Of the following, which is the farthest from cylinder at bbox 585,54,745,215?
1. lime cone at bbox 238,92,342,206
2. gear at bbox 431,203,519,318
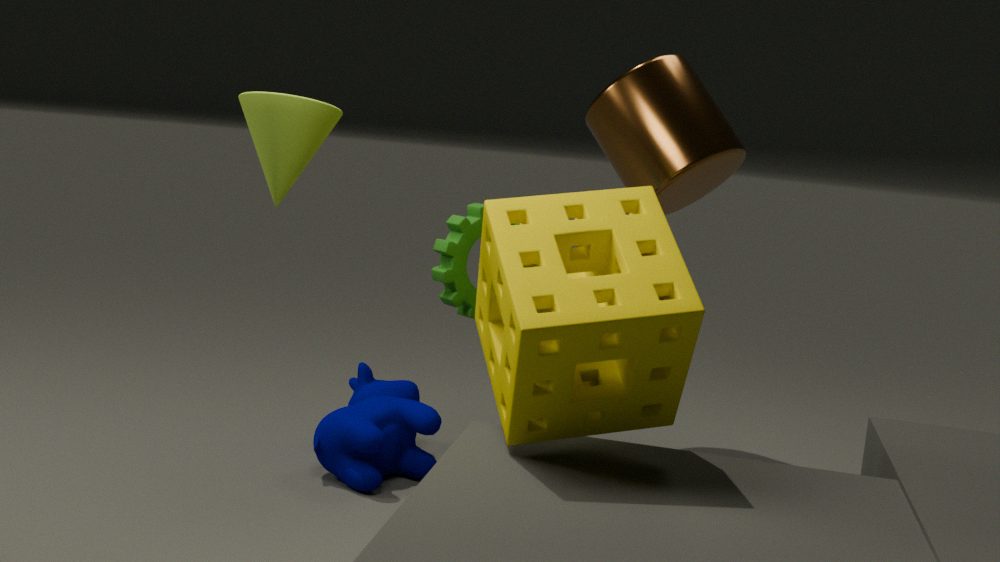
lime cone at bbox 238,92,342,206
